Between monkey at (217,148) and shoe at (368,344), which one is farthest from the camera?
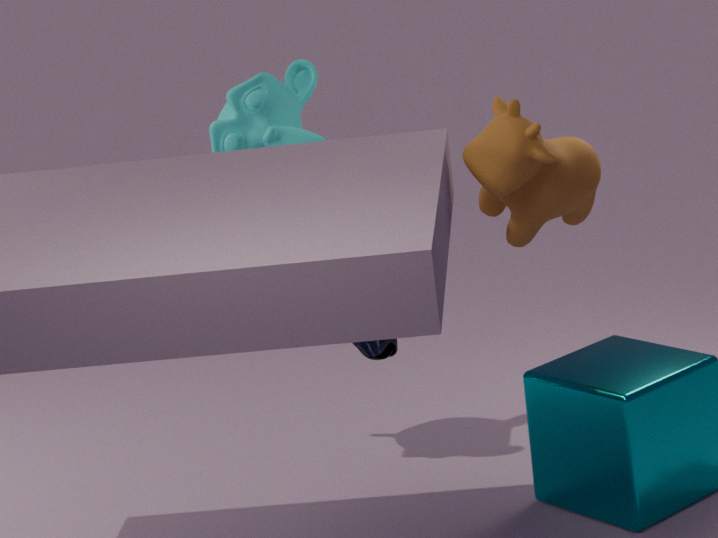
monkey at (217,148)
